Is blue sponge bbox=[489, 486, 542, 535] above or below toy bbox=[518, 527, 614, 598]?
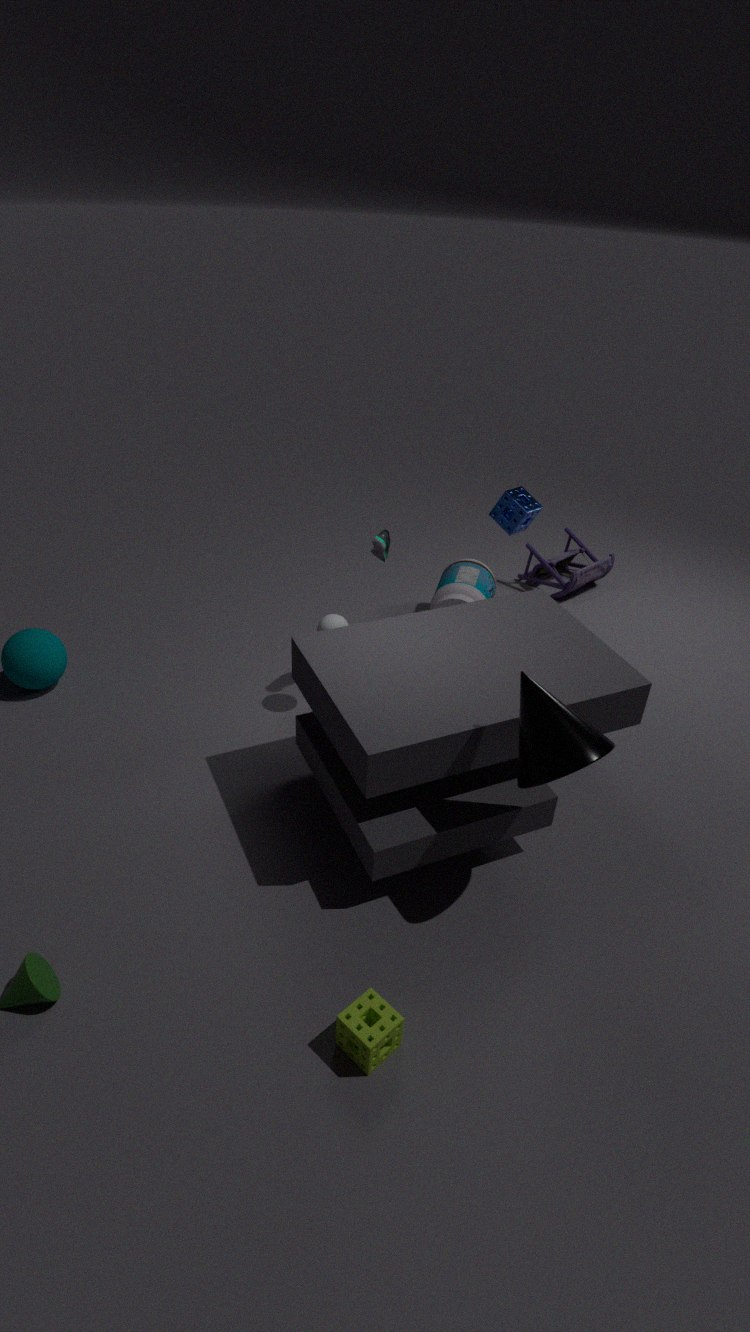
above
